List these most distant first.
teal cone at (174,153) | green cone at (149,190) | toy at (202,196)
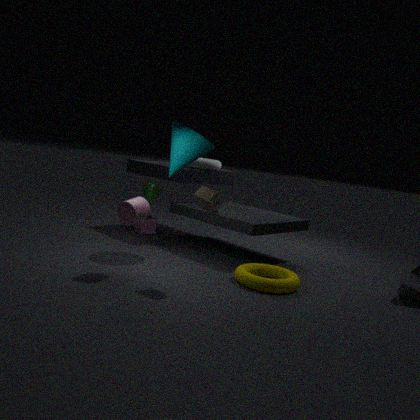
green cone at (149,190) → teal cone at (174,153) → toy at (202,196)
